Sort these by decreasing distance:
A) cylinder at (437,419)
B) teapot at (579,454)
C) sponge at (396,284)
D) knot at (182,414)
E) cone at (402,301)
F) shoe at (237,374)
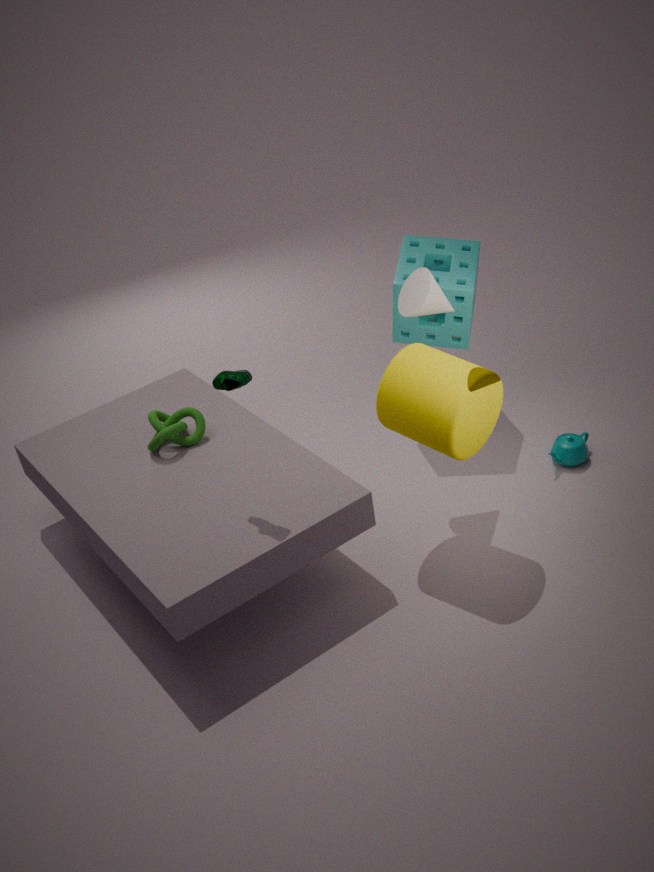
sponge at (396,284), teapot at (579,454), knot at (182,414), cone at (402,301), cylinder at (437,419), shoe at (237,374)
